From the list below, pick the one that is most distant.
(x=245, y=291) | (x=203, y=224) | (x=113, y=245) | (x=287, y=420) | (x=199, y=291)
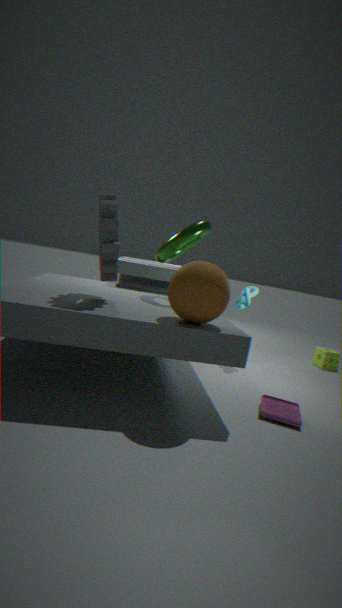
(x=245, y=291)
